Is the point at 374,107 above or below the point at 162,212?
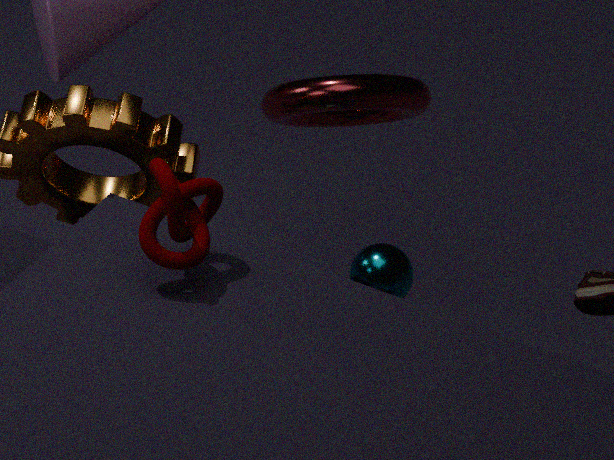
below
